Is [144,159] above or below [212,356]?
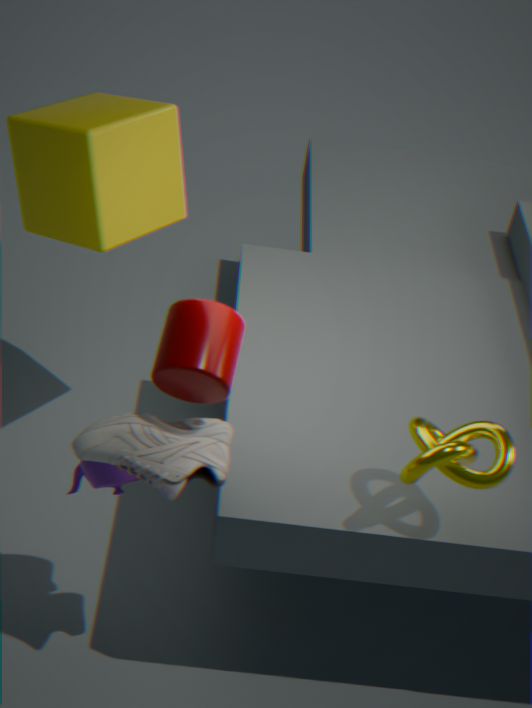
below
